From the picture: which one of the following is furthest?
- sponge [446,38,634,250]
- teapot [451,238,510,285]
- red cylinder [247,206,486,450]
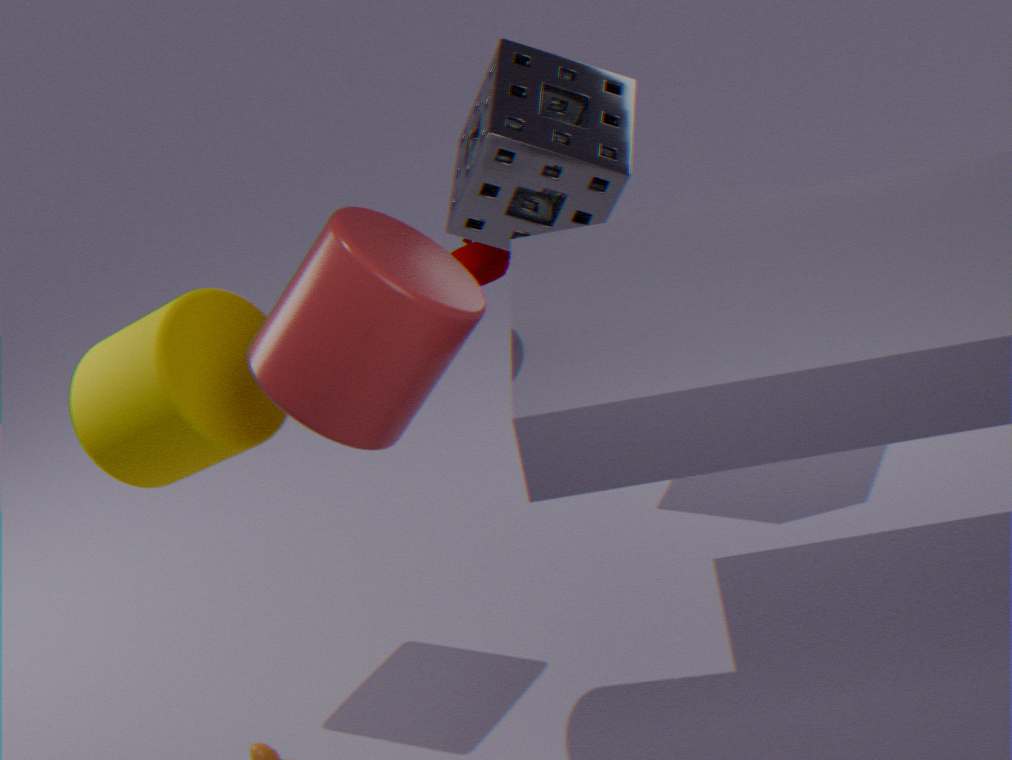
teapot [451,238,510,285]
